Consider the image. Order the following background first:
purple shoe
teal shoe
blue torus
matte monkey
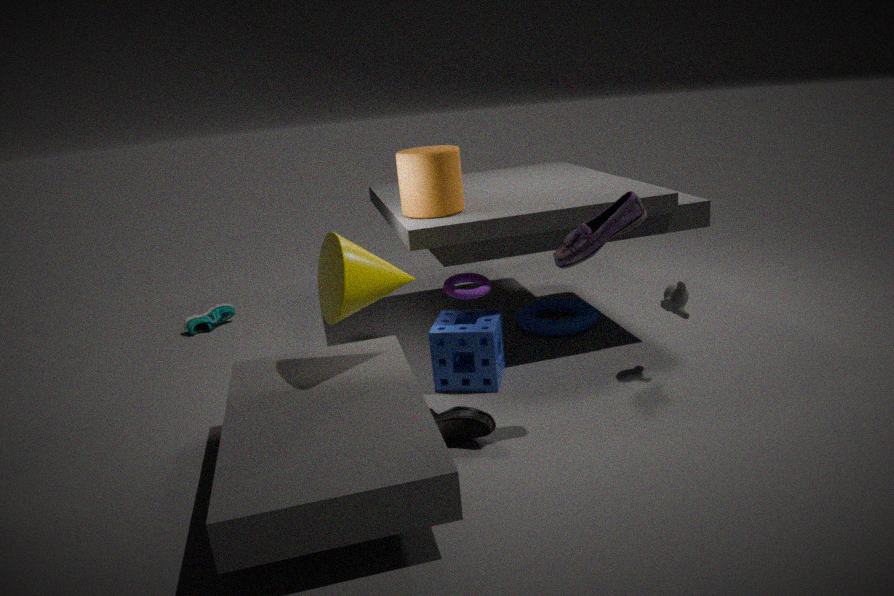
teal shoe → blue torus → matte monkey → purple shoe
